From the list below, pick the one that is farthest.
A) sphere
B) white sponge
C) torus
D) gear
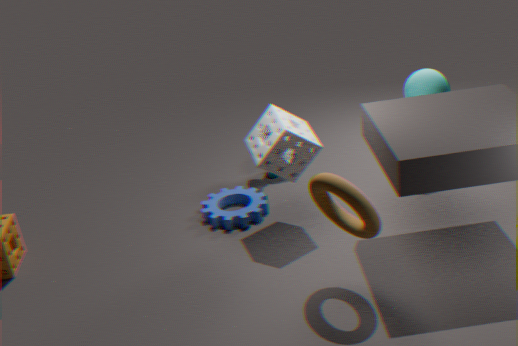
sphere
